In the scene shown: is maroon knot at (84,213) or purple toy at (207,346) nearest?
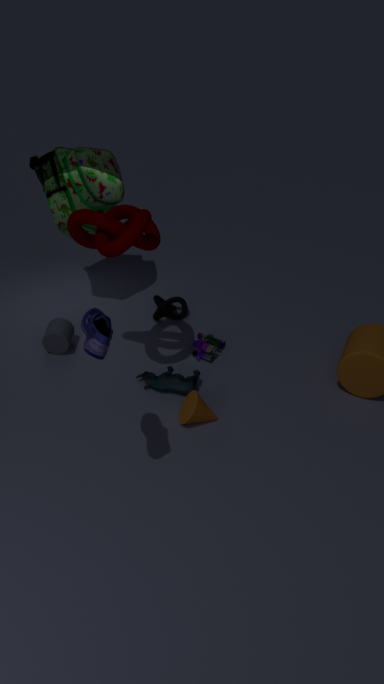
maroon knot at (84,213)
